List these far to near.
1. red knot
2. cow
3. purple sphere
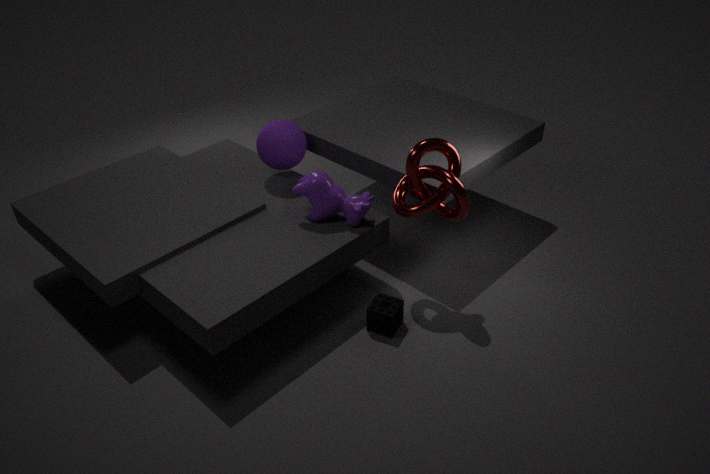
purple sphere, cow, red knot
